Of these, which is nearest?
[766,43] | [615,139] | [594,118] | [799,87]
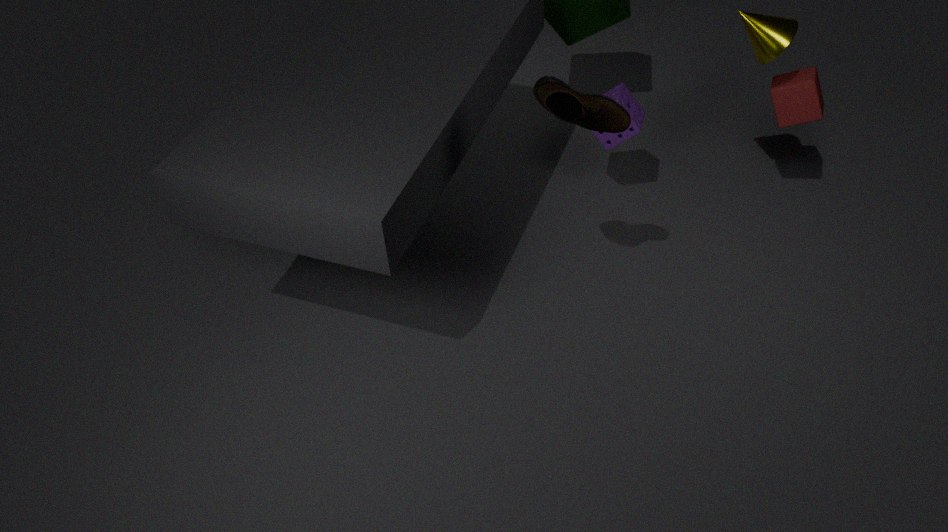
[594,118]
